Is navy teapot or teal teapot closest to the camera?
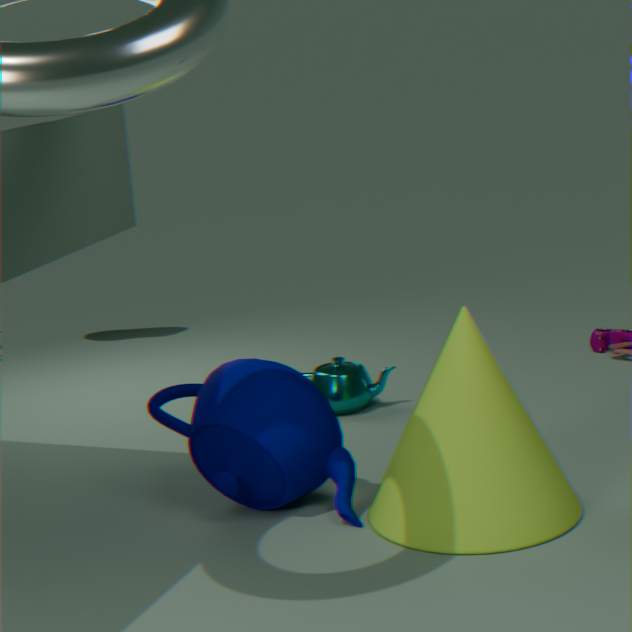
navy teapot
